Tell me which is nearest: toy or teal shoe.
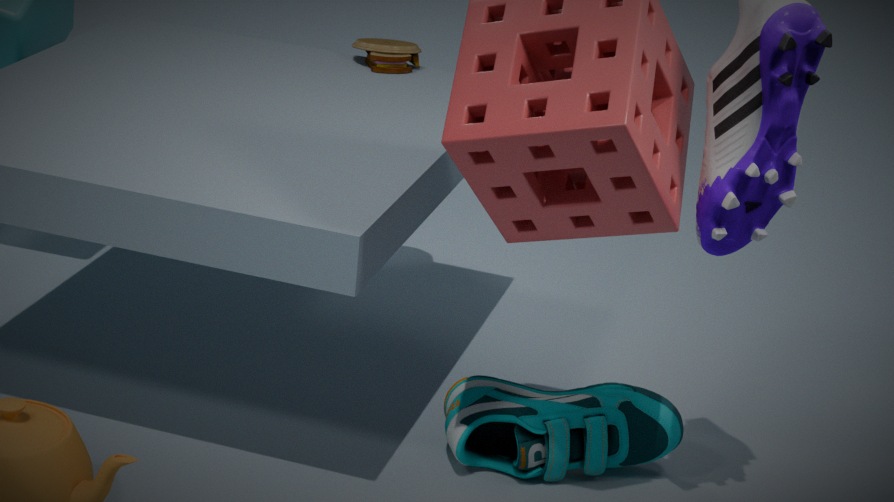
teal shoe
